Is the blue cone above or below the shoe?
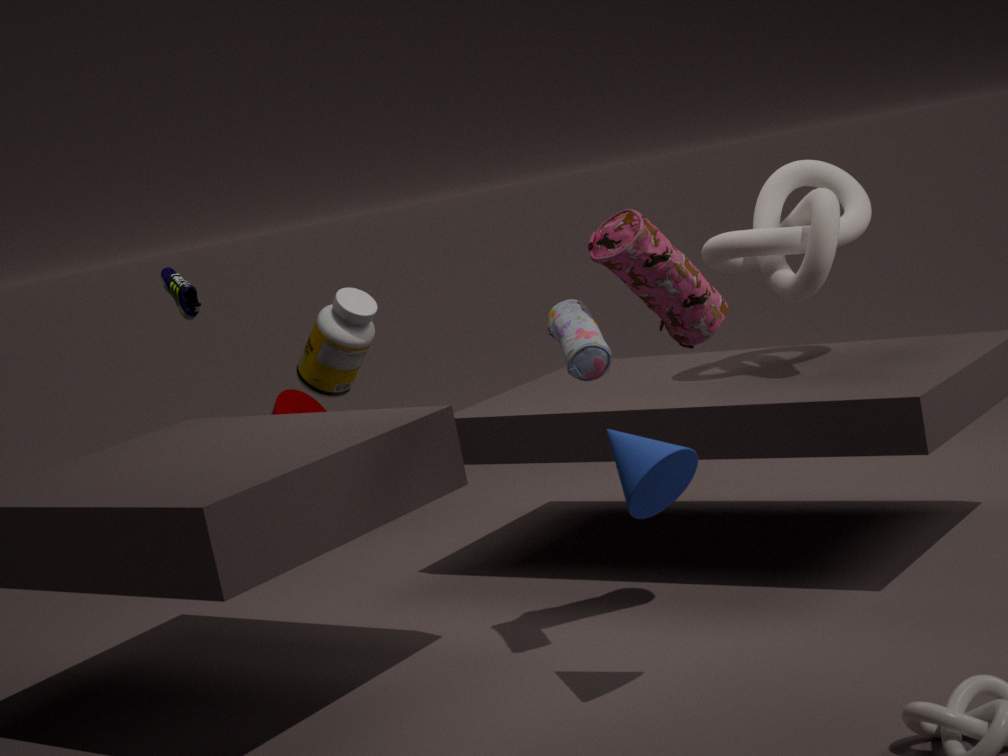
below
